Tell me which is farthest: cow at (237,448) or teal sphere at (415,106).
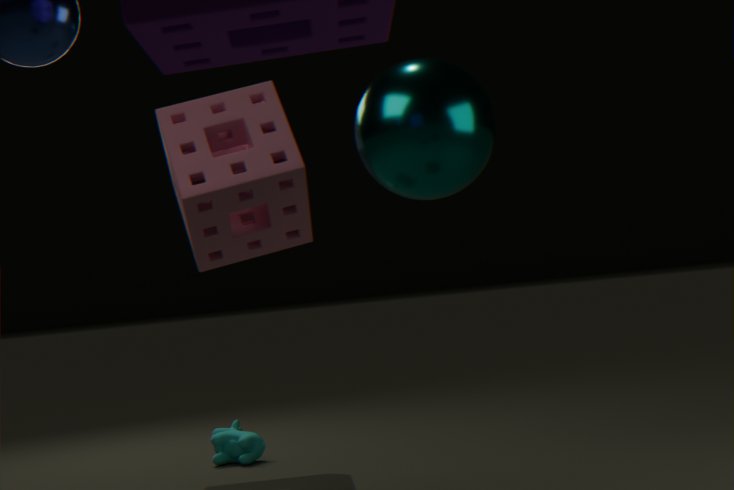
cow at (237,448)
